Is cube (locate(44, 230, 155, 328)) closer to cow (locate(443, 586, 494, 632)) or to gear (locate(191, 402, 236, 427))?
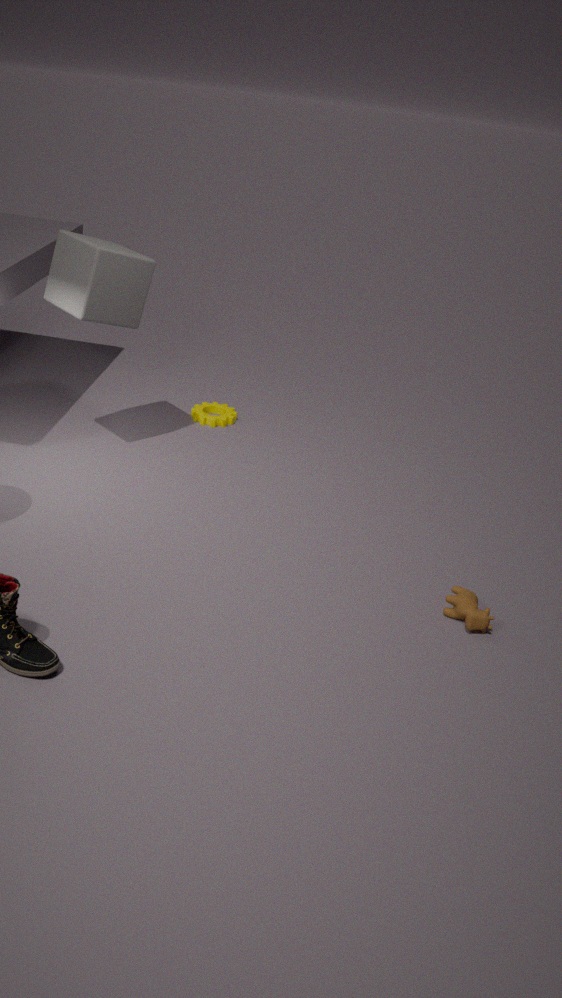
gear (locate(191, 402, 236, 427))
